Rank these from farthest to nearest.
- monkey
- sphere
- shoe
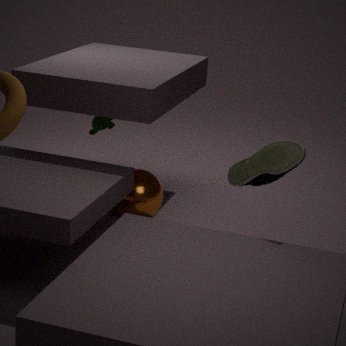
1. monkey
2. sphere
3. shoe
